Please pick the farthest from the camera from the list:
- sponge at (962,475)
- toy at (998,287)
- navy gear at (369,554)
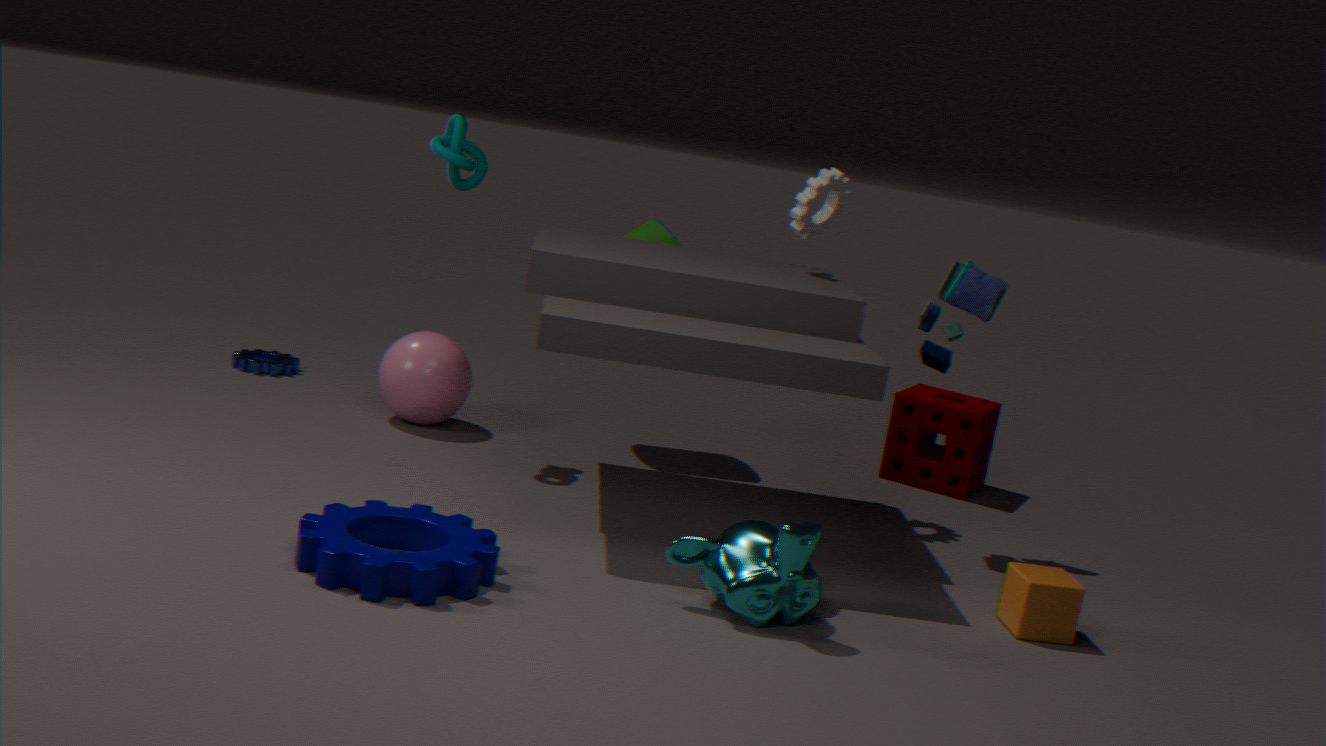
sponge at (962,475)
